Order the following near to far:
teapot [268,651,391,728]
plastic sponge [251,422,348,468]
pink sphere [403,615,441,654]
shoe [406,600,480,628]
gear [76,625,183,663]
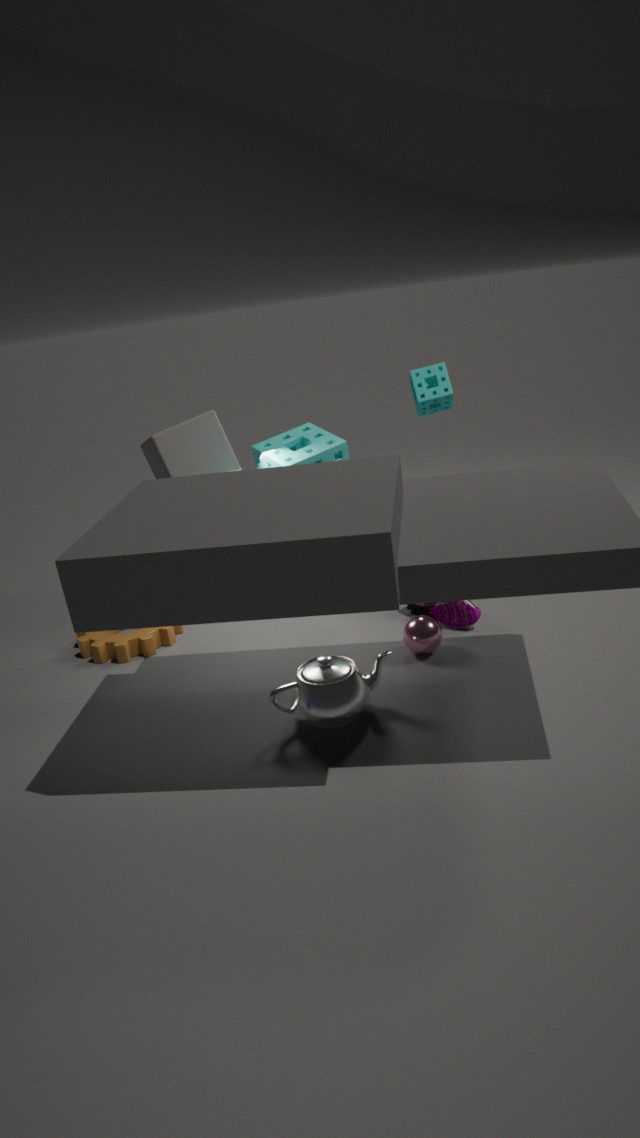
1. teapot [268,651,391,728]
2. pink sphere [403,615,441,654]
3. shoe [406,600,480,628]
4. plastic sponge [251,422,348,468]
5. gear [76,625,183,663]
